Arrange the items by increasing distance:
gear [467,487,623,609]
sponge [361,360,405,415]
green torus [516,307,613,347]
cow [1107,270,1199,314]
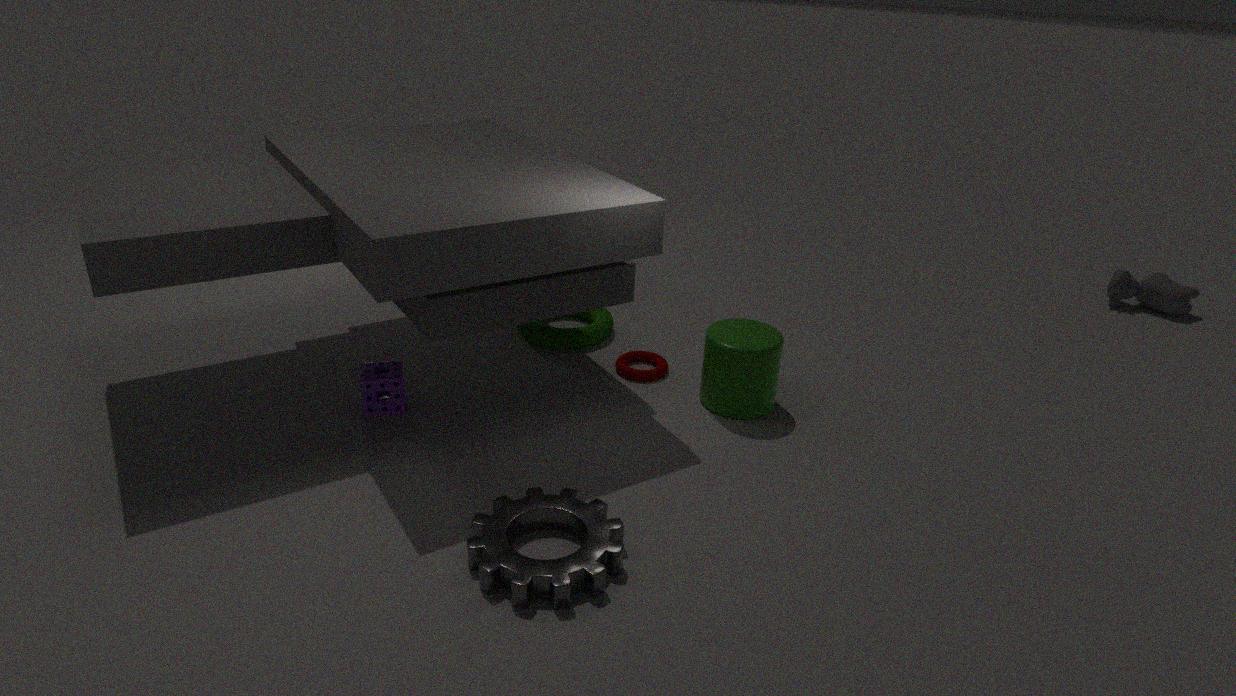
gear [467,487,623,609] → sponge [361,360,405,415] → green torus [516,307,613,347] → cow [1107,270,1199,314]
